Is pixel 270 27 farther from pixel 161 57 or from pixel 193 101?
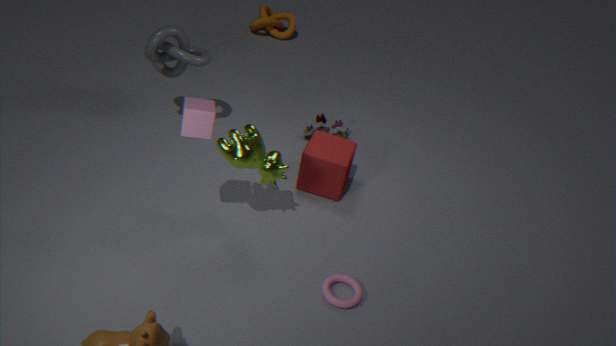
pixel 193 101
